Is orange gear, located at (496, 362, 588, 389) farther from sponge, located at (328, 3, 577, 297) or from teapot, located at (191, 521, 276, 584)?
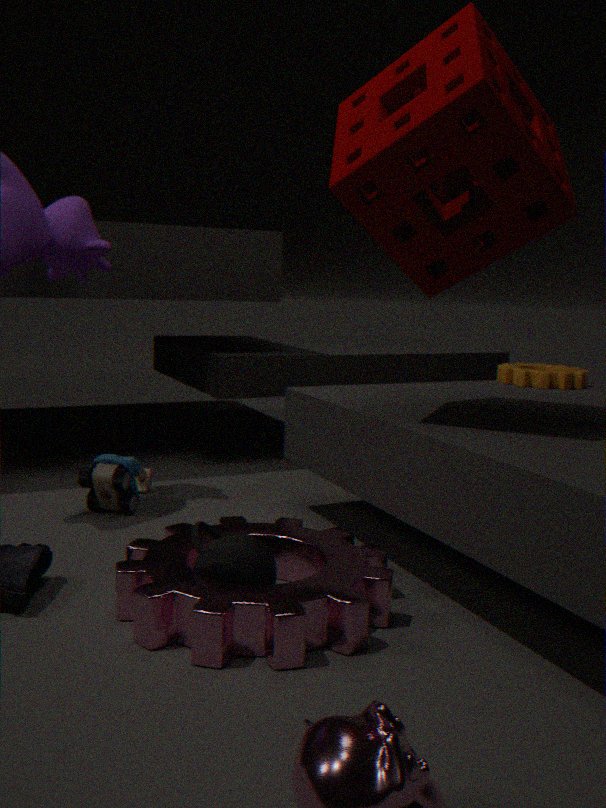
teapot, located at (191, 521, 276, 584)
